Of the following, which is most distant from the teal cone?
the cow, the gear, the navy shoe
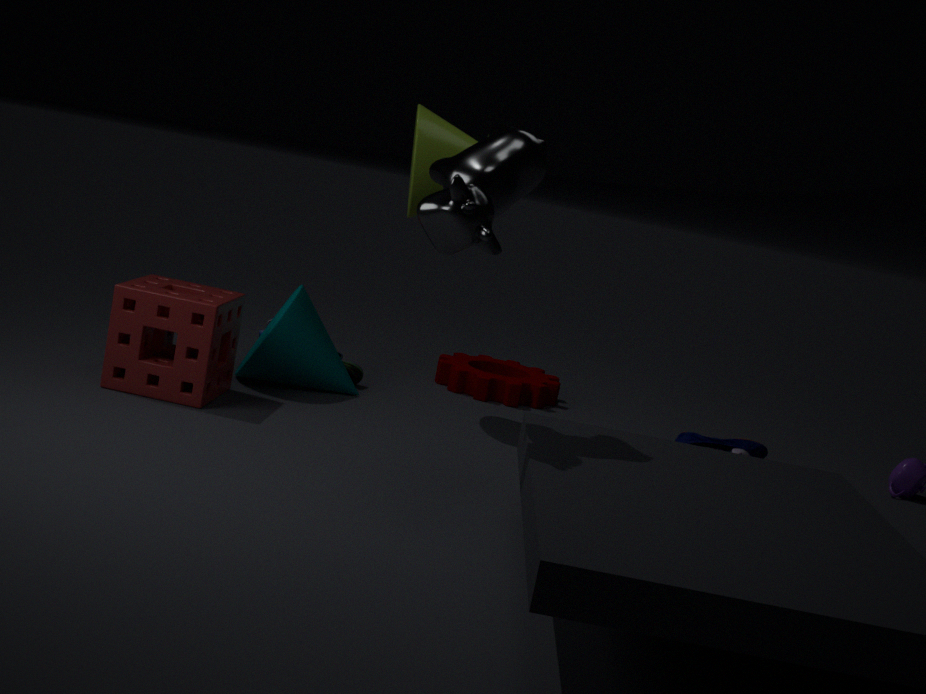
the navy shoe
